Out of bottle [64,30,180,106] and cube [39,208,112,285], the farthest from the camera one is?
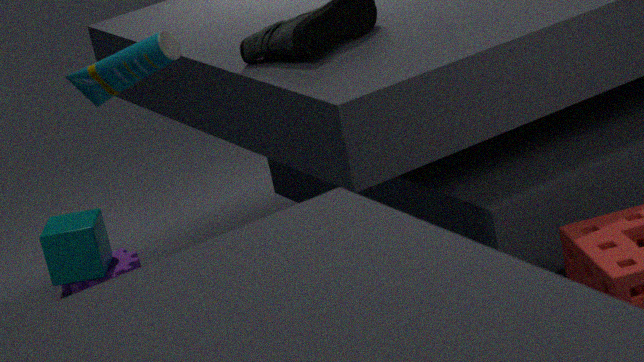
cube [39,208,112,285]
